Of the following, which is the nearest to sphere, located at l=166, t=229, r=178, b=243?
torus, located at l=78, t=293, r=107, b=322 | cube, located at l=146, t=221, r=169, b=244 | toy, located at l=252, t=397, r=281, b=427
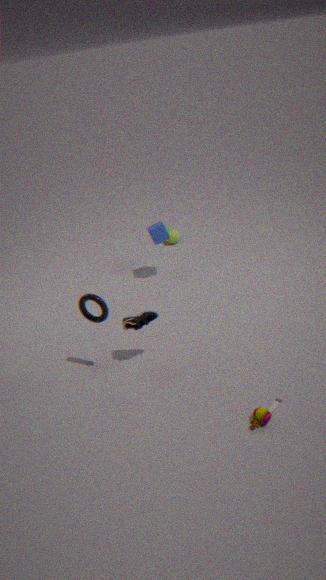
cube, located at l=146, t=221, r=169, b=244
